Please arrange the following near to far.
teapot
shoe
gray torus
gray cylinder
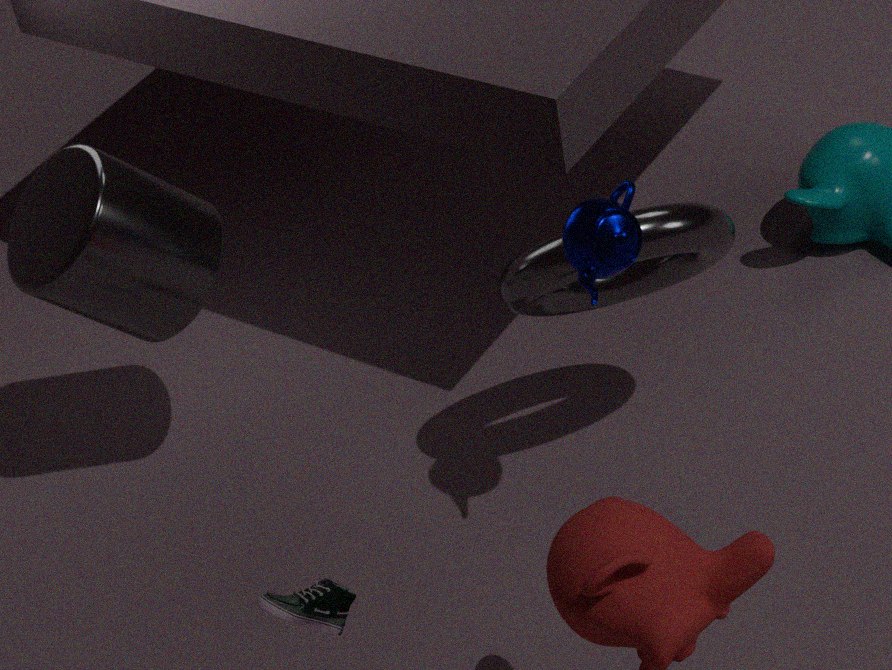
shoe, teapot, gray torus, gray cylinder
